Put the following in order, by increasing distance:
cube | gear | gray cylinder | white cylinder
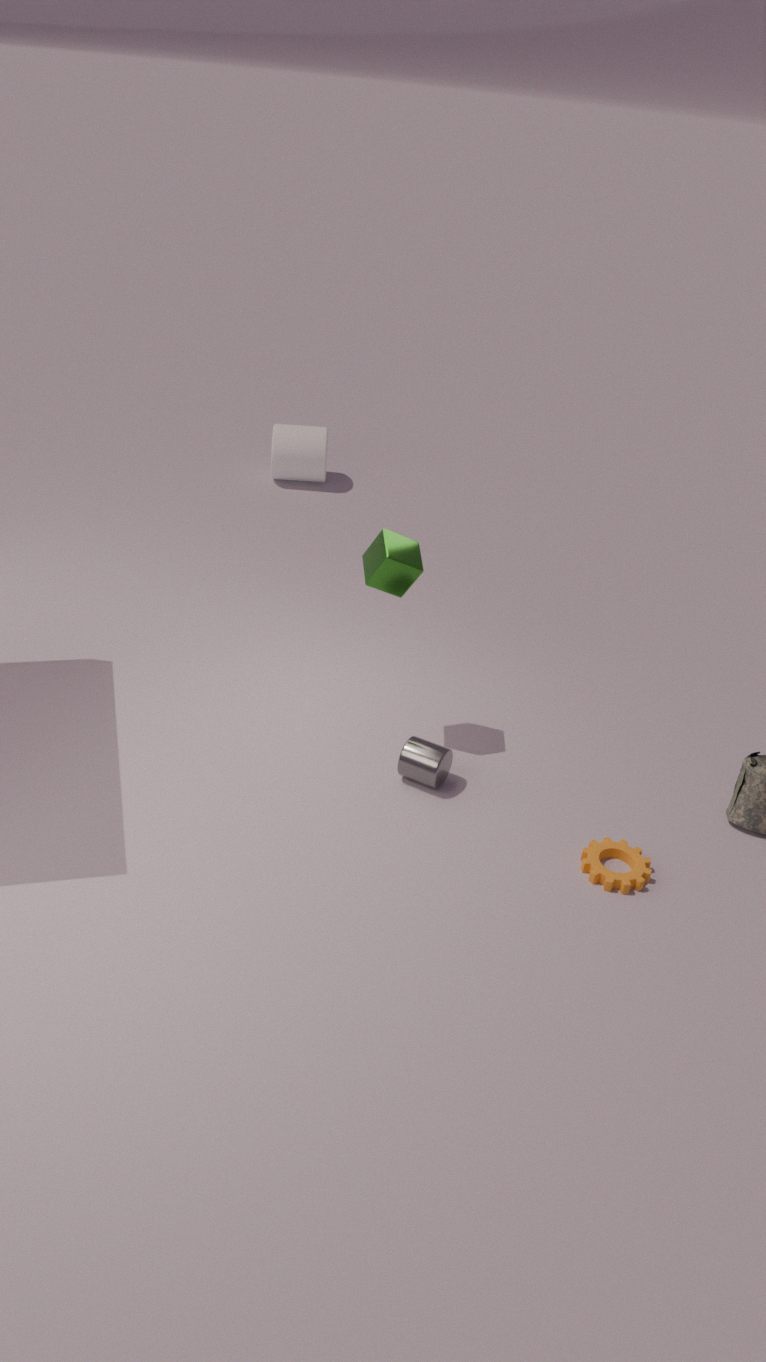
gear → cube → gray cylinder → white cylinder
